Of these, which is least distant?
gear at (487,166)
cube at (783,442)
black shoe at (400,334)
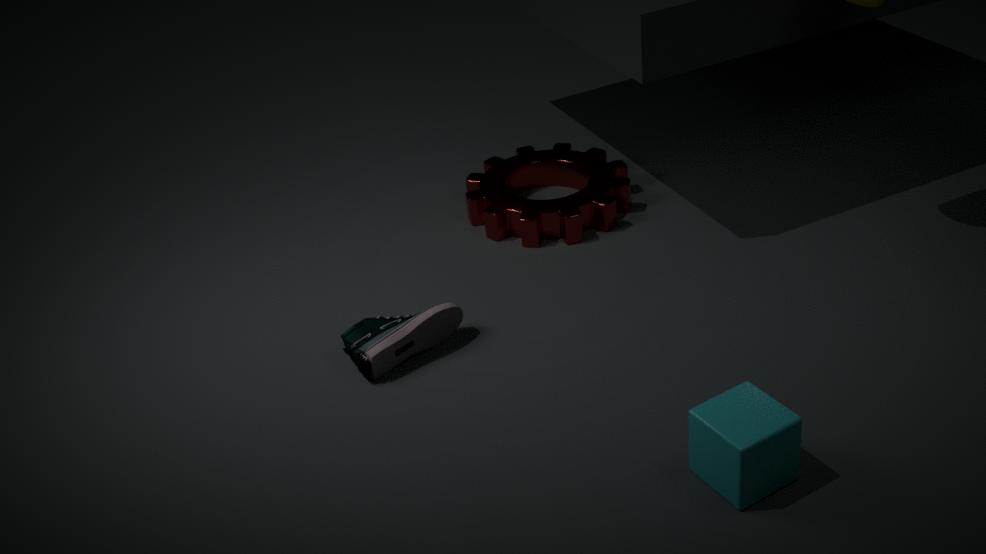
cube at (783,442)
